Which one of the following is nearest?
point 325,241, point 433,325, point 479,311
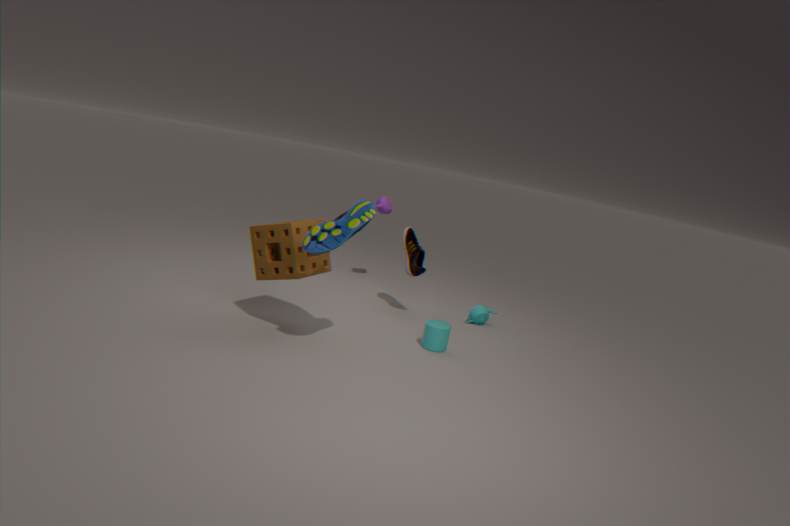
point 325,241
